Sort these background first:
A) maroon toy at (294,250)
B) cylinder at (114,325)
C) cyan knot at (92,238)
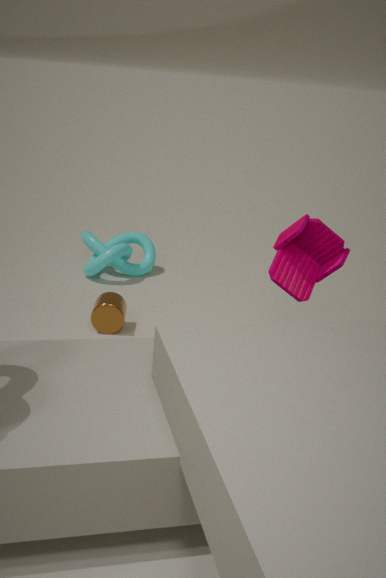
cyan knot at (92,238) → cylinder at (114,325) → maroon toy at (294,250)
